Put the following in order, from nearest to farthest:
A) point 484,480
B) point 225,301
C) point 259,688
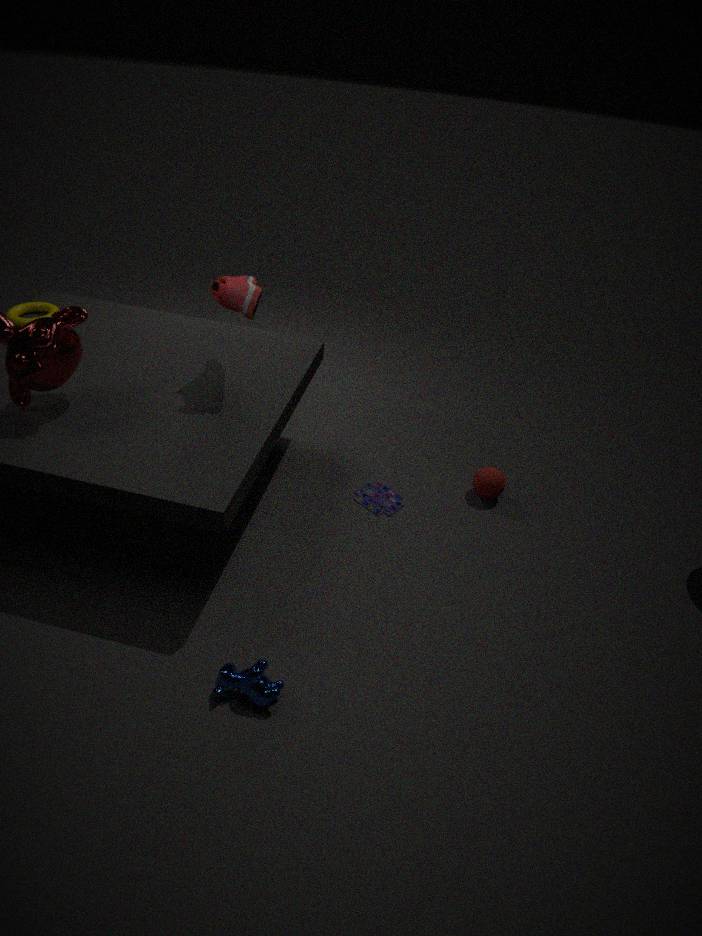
point 259,688, point 225,301, point 484,480
